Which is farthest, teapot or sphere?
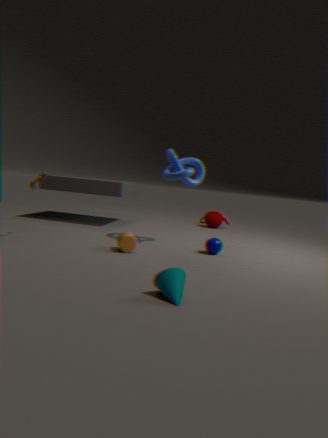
teapot
